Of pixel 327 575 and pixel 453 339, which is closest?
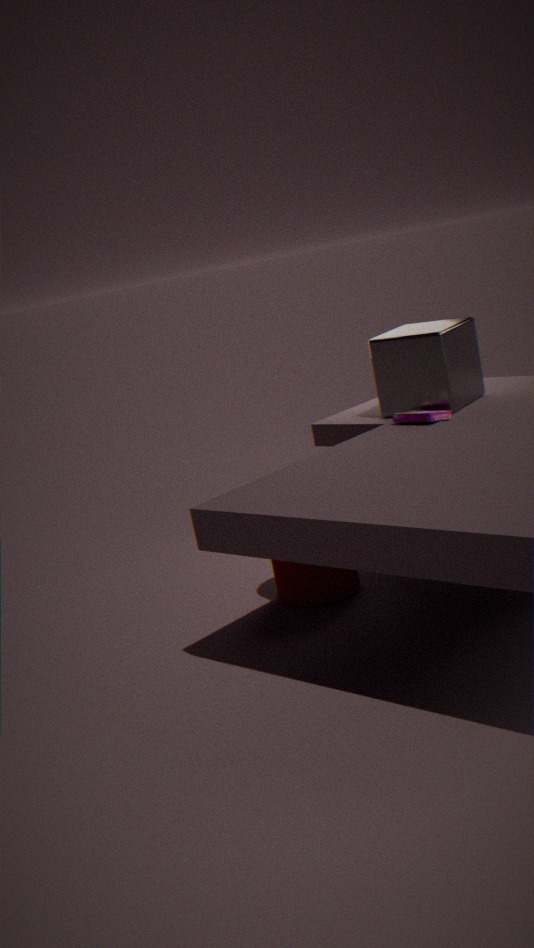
pixel 327 575
